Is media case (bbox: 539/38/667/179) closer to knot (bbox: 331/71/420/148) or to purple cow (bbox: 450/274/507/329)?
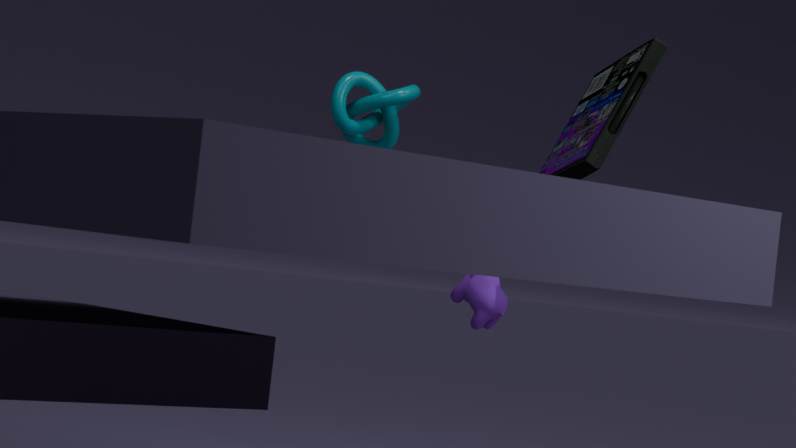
purple cow (bbox: 450/274/507/329)
